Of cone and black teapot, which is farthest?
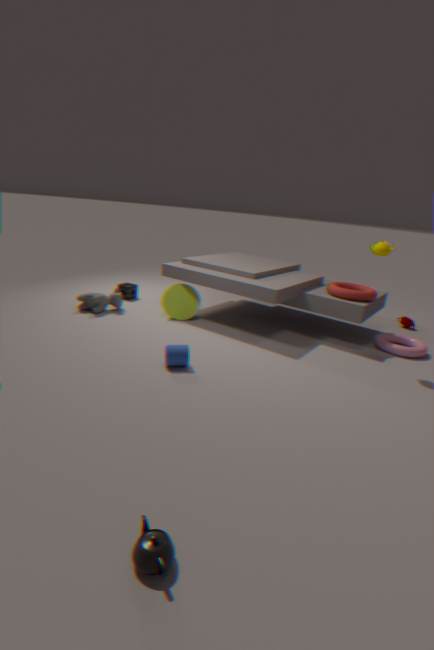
cone
